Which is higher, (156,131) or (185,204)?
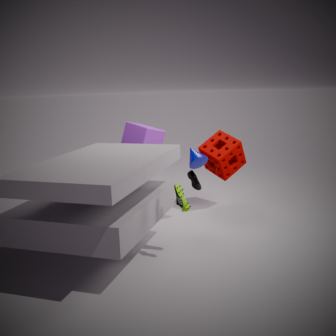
(156,131)
